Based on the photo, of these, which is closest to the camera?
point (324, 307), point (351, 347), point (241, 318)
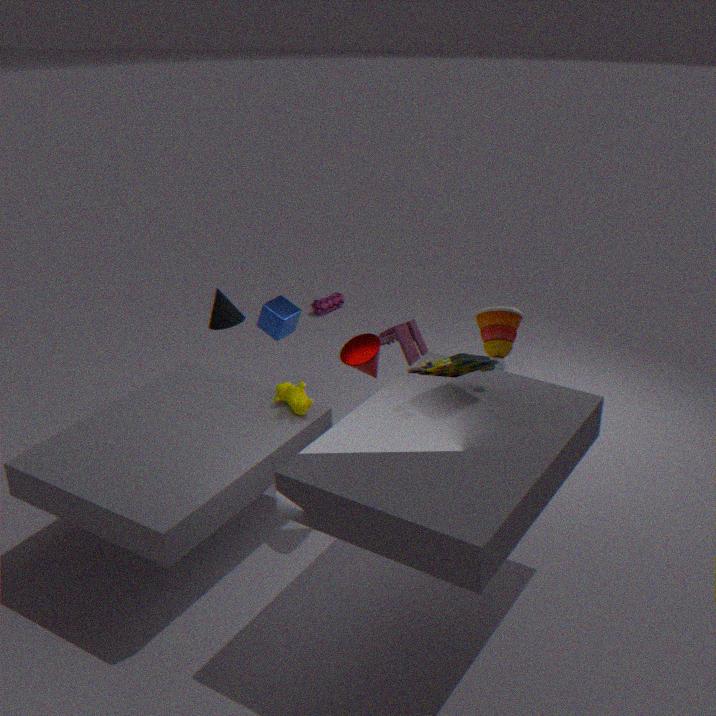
point (351, 347)
